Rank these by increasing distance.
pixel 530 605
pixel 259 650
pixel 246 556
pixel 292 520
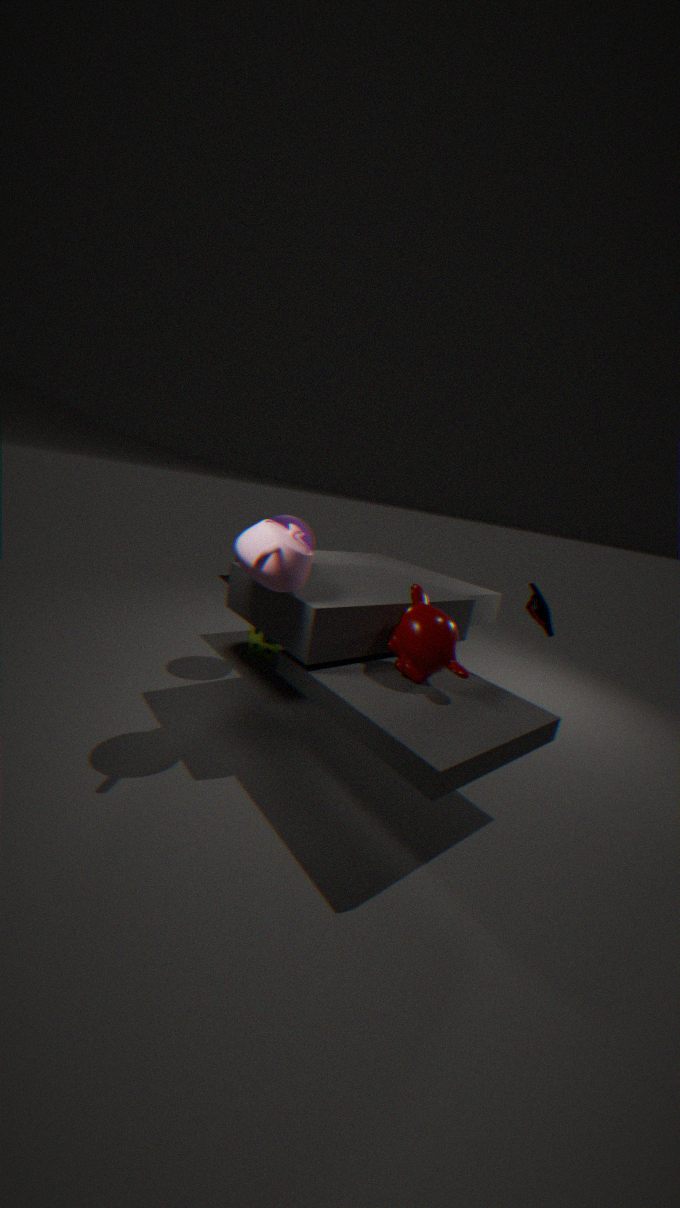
pixel 246 556 → pixel 530 605 → pixel 292 520 → pixel 259 650
